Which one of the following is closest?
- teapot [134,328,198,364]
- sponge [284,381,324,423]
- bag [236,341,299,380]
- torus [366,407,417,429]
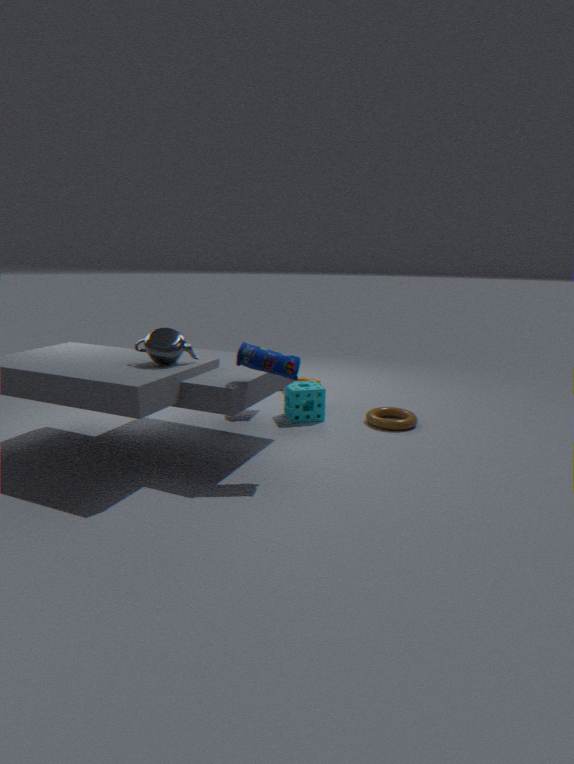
bag [236,341,299,380]
